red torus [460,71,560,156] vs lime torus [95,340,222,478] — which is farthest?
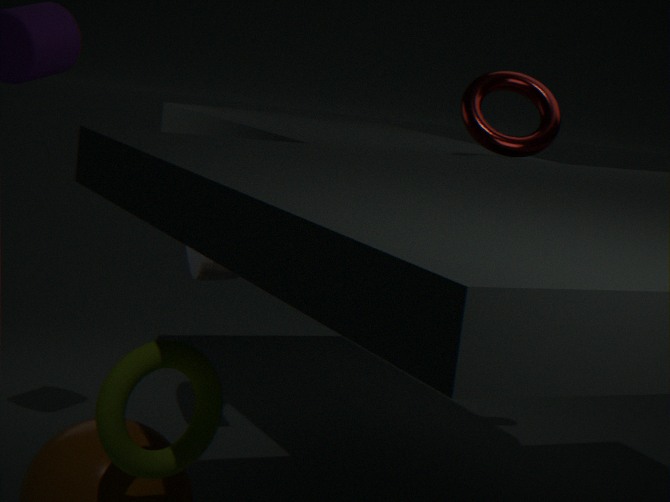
red torus [460,71,560,156]
